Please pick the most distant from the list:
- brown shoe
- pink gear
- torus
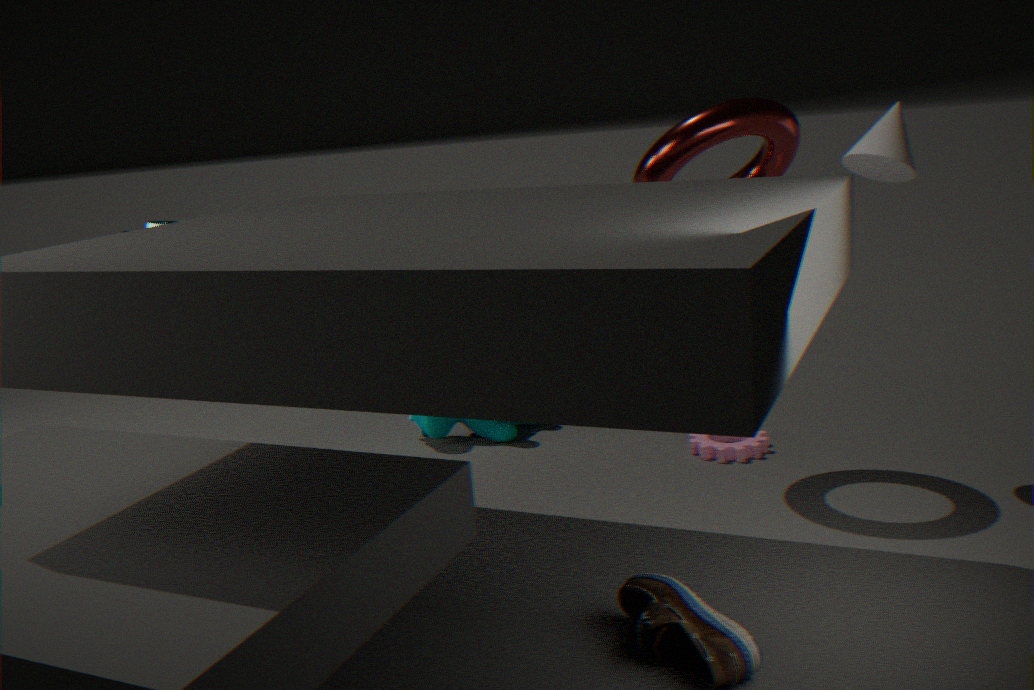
pink gear
